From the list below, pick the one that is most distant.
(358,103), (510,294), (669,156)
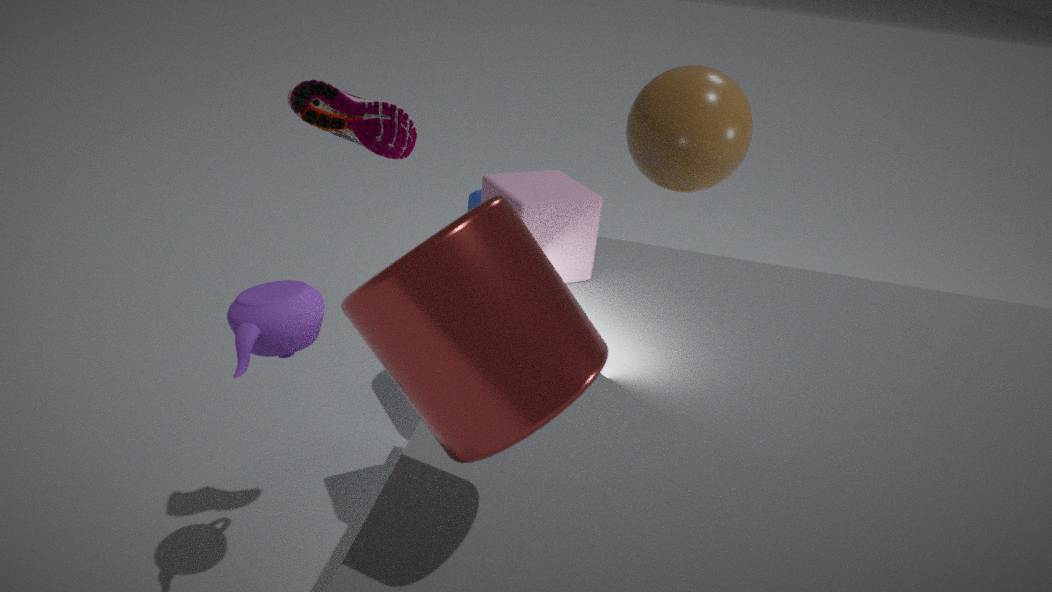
(669,156)
